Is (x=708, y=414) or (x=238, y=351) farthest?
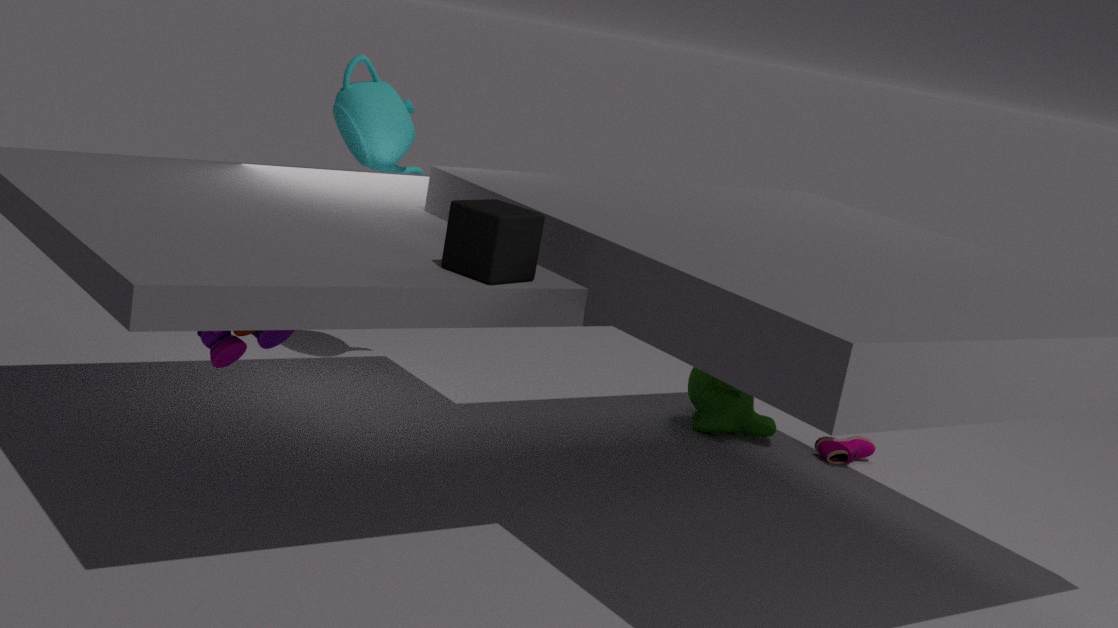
(x=708, y=414)
